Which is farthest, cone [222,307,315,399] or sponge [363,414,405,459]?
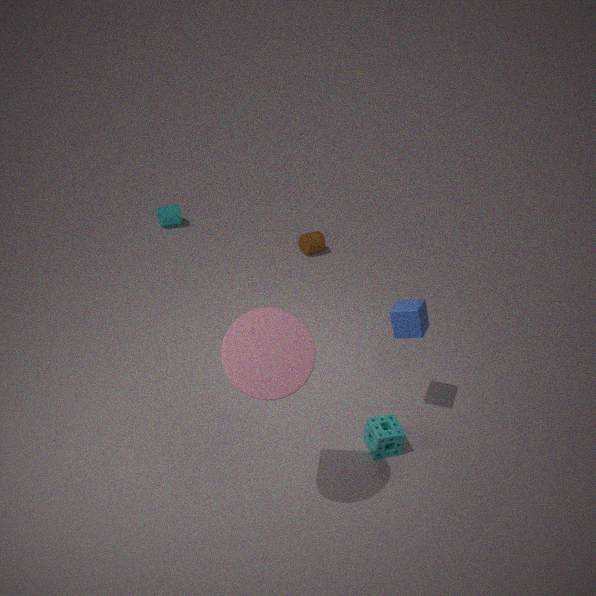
sponge [363,414,405,459]
